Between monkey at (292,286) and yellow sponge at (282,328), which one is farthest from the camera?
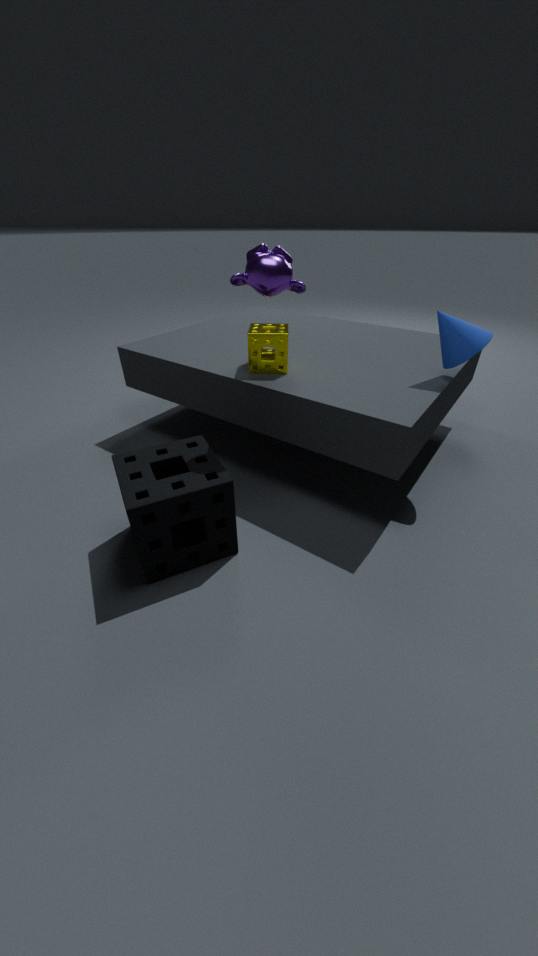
yellow sponge at (282,328)
